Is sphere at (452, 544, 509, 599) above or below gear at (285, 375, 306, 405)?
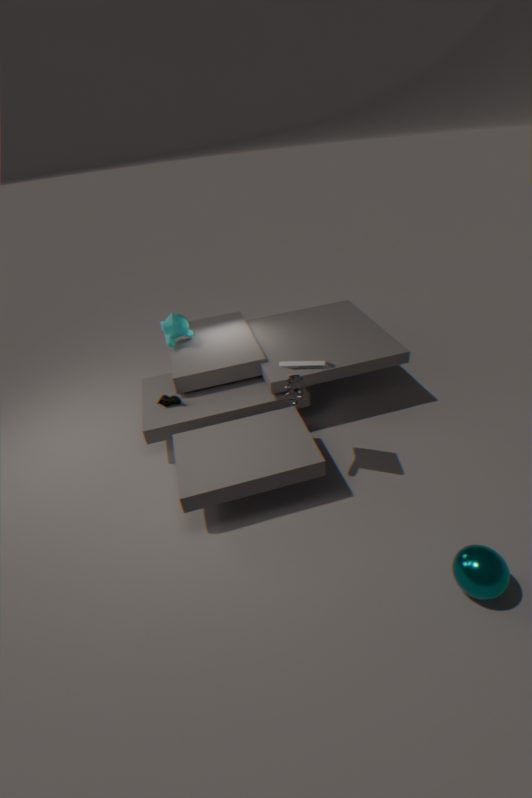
below
